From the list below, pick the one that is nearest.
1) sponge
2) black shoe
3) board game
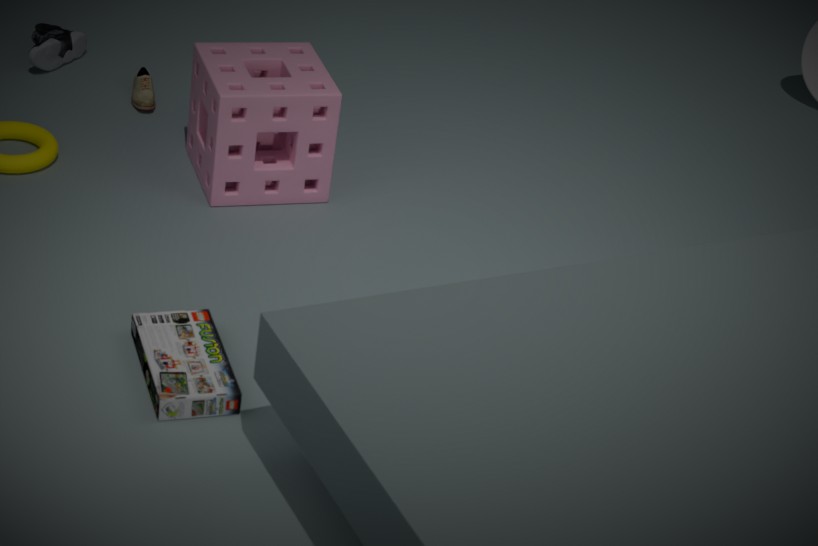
3. board game
